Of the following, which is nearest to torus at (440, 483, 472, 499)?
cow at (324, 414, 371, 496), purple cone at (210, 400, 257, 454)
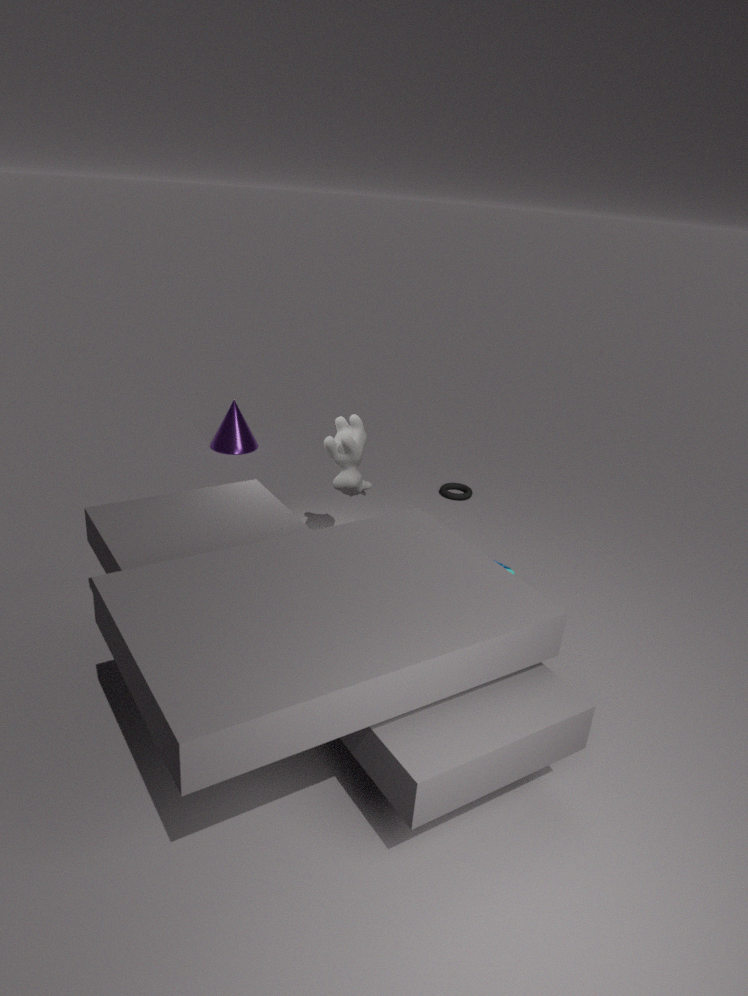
cow at (324, 414, 371, 496)
